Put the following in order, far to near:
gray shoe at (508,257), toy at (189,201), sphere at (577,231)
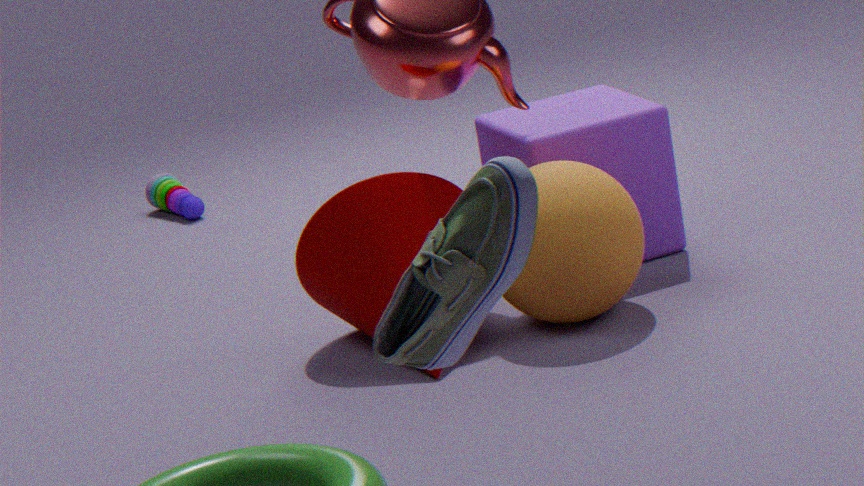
toy at (189,201)
sphere at (577,231)
gray shoe at (508,257)
